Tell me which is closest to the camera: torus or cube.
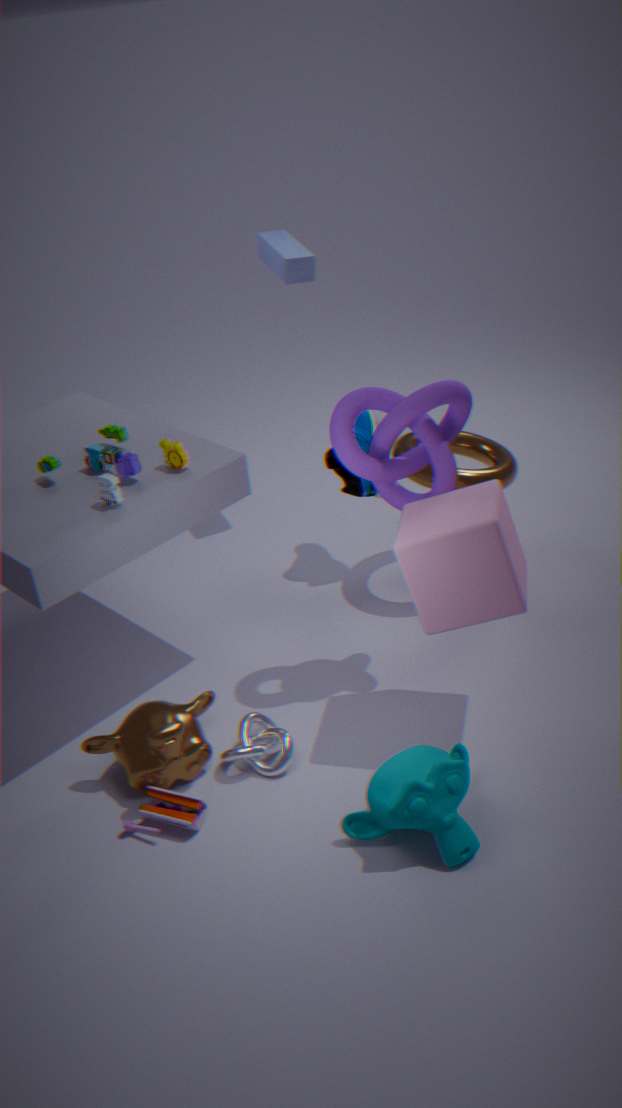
cube
